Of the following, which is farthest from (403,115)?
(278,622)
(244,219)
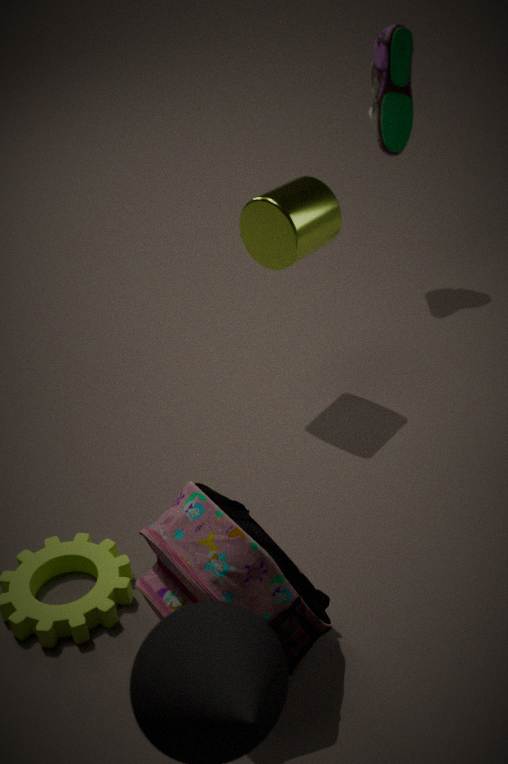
(278,622)
